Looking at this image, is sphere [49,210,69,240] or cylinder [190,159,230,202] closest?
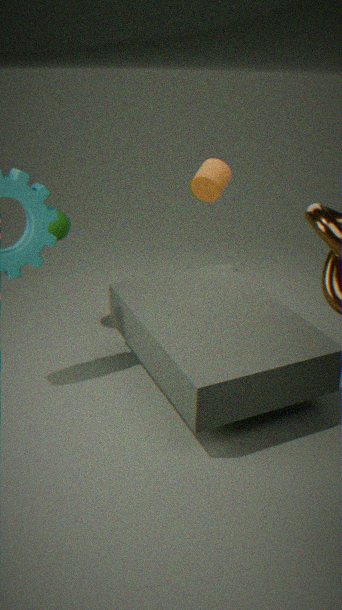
cylinder [190,159,230,202]
